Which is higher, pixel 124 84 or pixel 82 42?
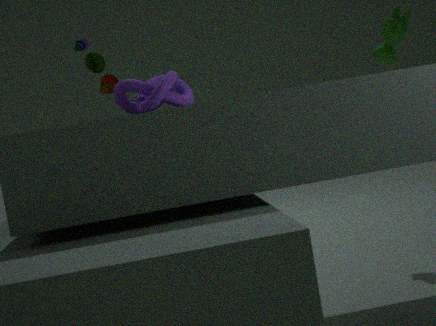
pixel 82 42
